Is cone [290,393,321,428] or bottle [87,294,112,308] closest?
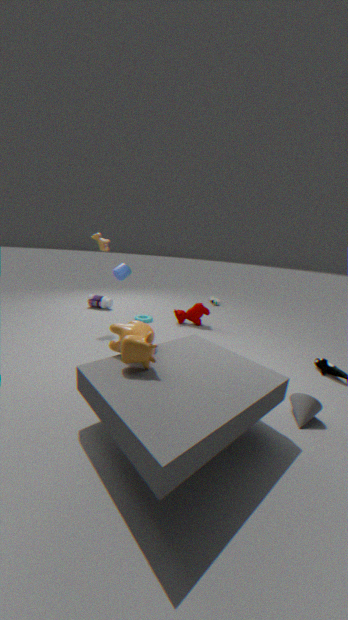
cone [290,393,321,428]
